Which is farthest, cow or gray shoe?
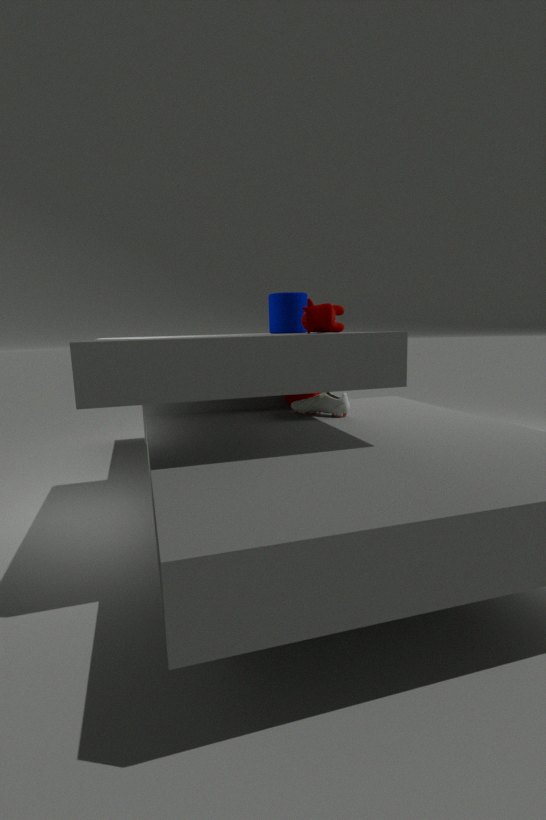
gray shoe
